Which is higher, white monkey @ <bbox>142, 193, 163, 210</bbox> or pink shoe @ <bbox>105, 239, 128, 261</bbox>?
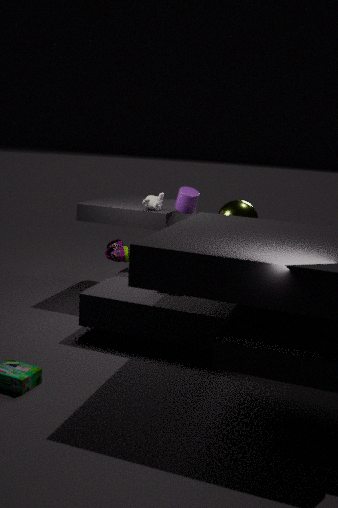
white monkey @ <bbox>142, 193, 163, 210</bbox>
